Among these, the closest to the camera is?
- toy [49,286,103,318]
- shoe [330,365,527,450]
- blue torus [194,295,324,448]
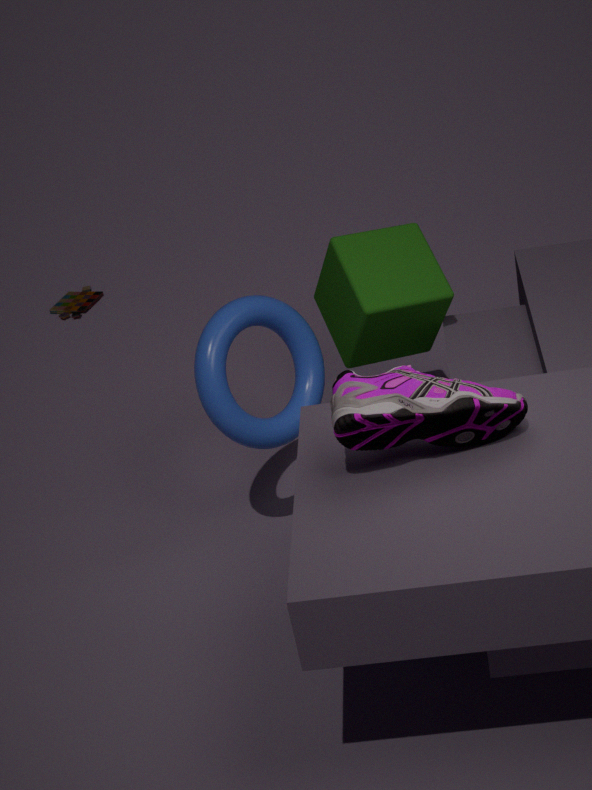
shoe [330,365,527,450]
